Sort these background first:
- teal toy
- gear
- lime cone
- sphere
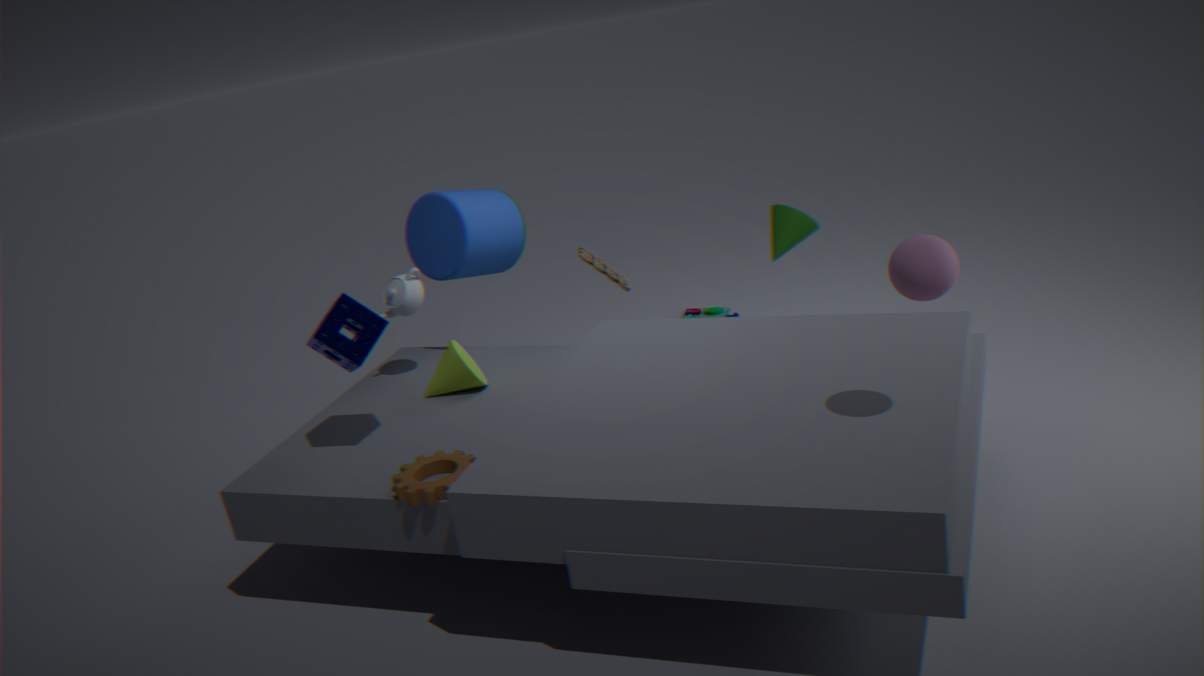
teal toy → lime cone → gear → sphere
